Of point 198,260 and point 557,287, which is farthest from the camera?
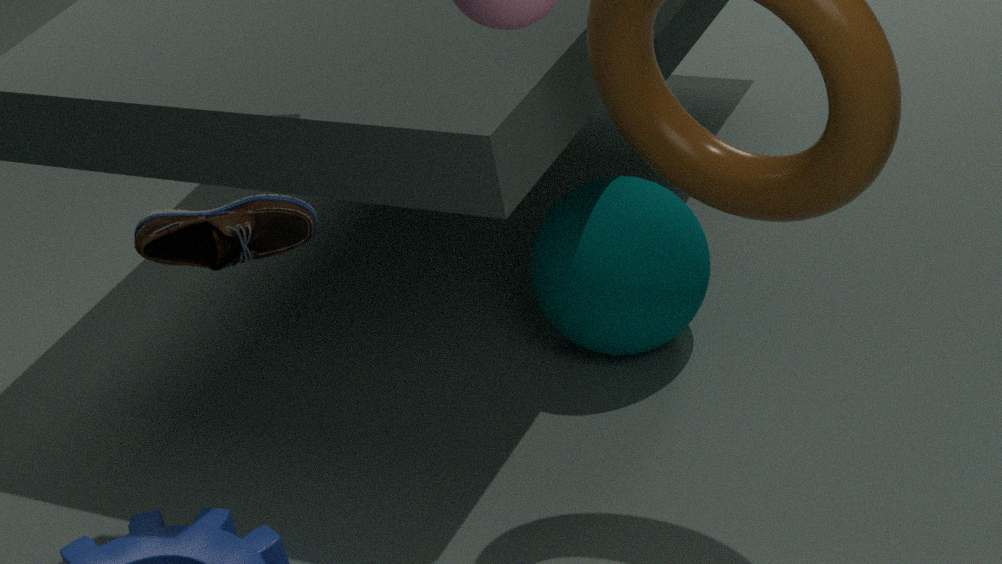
point 557,287
